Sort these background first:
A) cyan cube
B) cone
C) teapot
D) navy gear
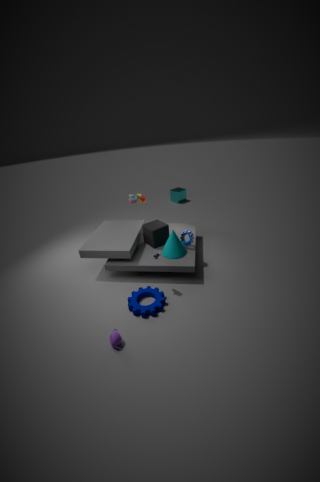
cyan cube
cone
navy gear
teapot
